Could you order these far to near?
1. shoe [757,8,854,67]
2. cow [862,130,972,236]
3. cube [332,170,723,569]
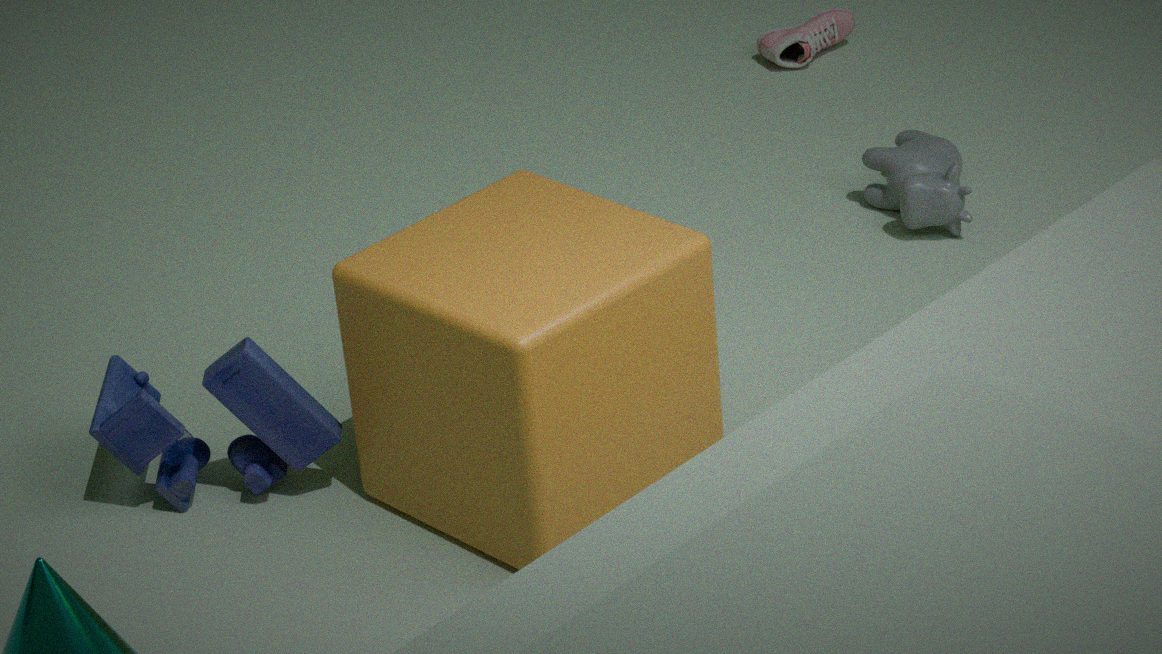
shoe [757,8,854,67] < cow [862,130,972,236] < cube [332,170,723,569]
